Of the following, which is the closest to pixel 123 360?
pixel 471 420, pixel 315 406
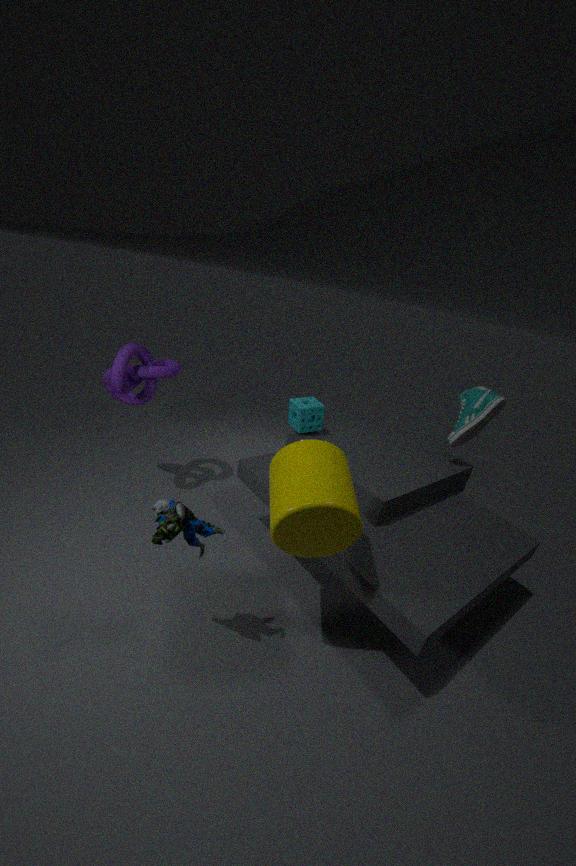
pixel 315 406
